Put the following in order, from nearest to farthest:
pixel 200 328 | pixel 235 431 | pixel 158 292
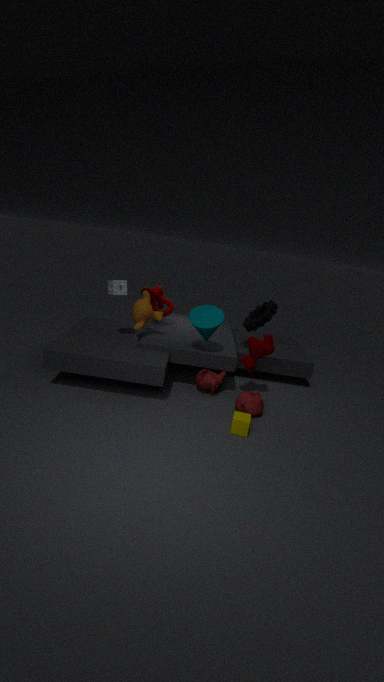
pixel 235 431
pixel 200 328
pixel 158 292
